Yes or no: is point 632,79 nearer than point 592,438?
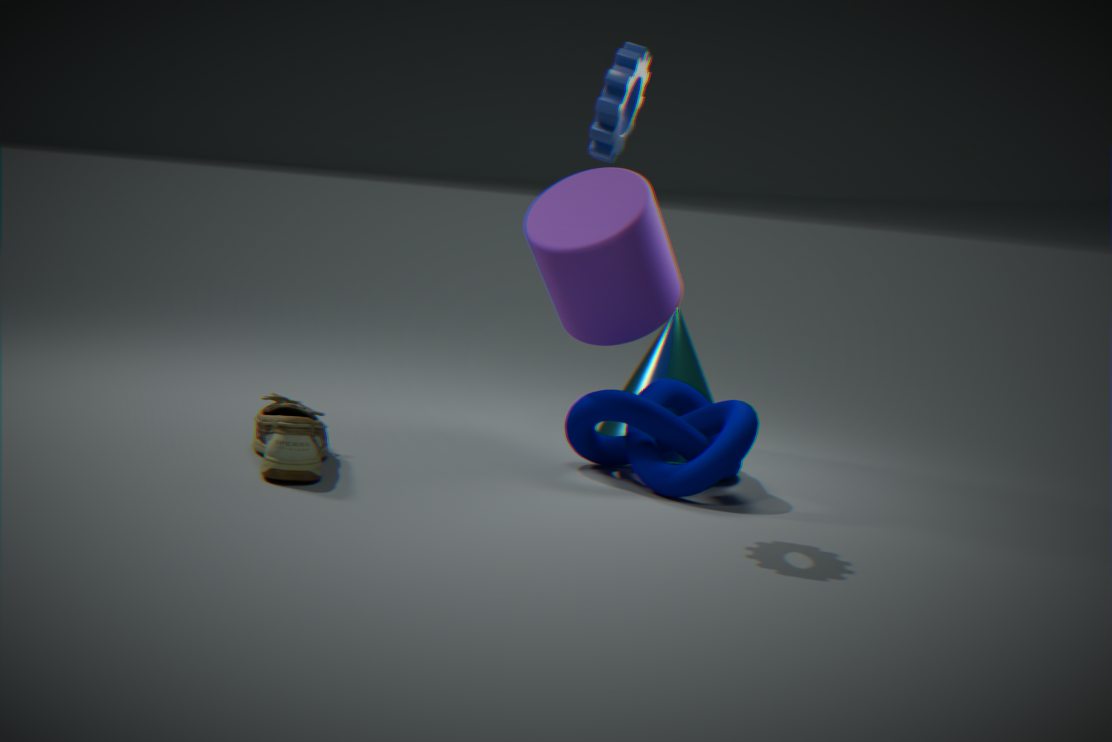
Yes
